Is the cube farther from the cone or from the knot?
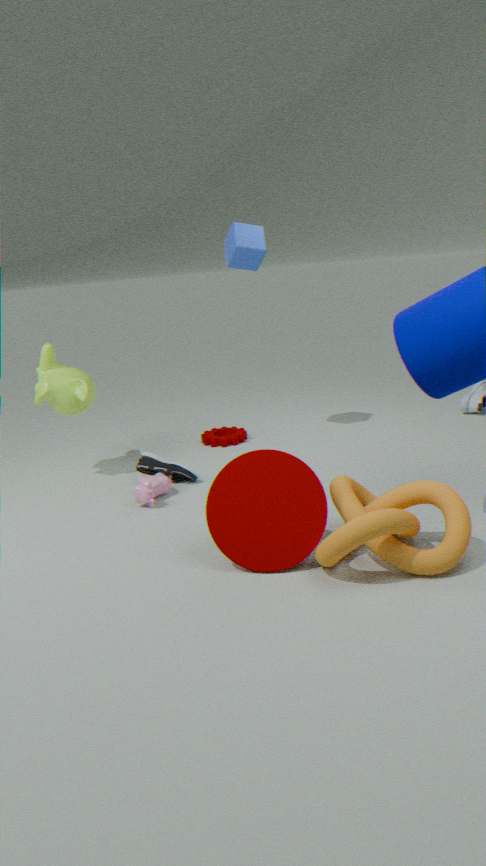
the knot
